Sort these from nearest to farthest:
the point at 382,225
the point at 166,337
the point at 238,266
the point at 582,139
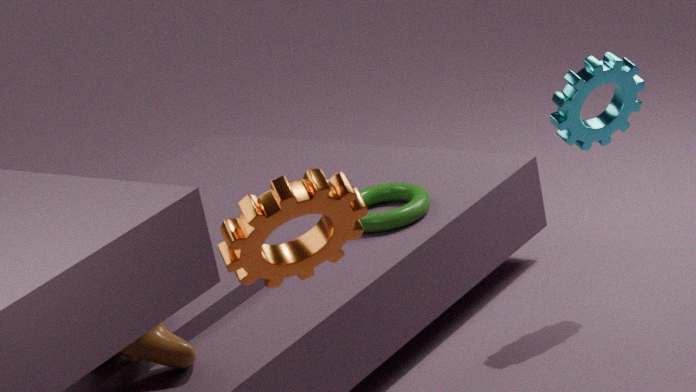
the point at 238,266 → the point at 166,337 → the point at 582,139 → the point at 382,225
